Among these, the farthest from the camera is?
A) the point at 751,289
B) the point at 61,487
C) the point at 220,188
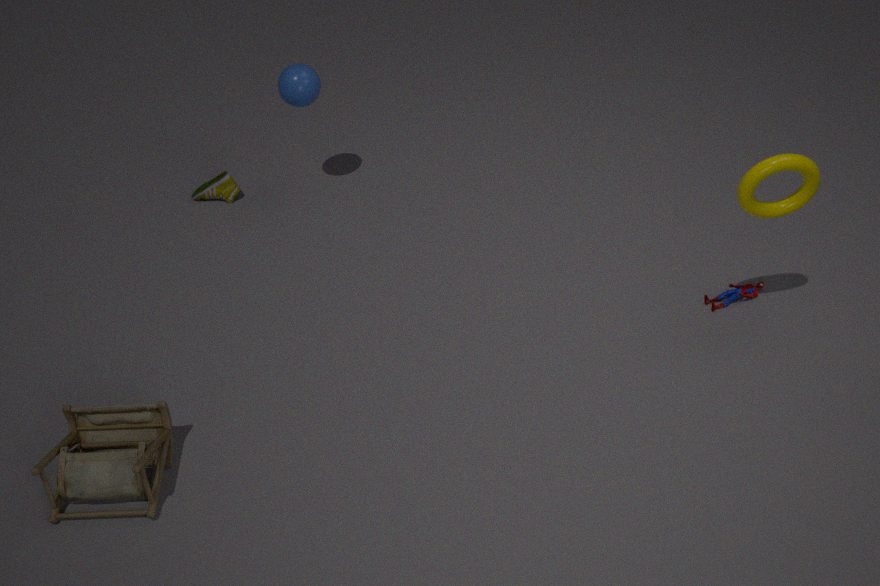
the point at 220,188
